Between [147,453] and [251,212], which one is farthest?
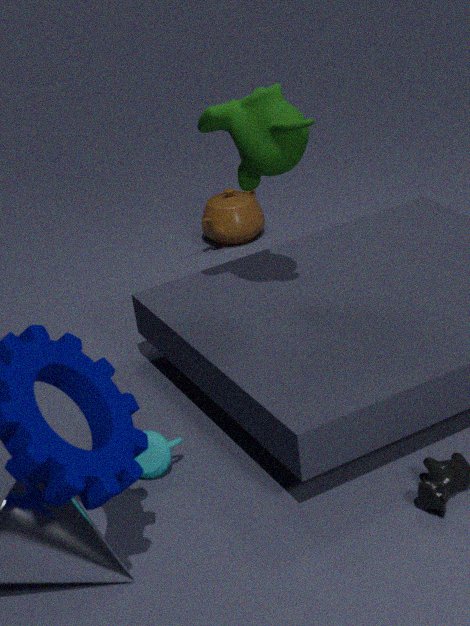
[251,212]
